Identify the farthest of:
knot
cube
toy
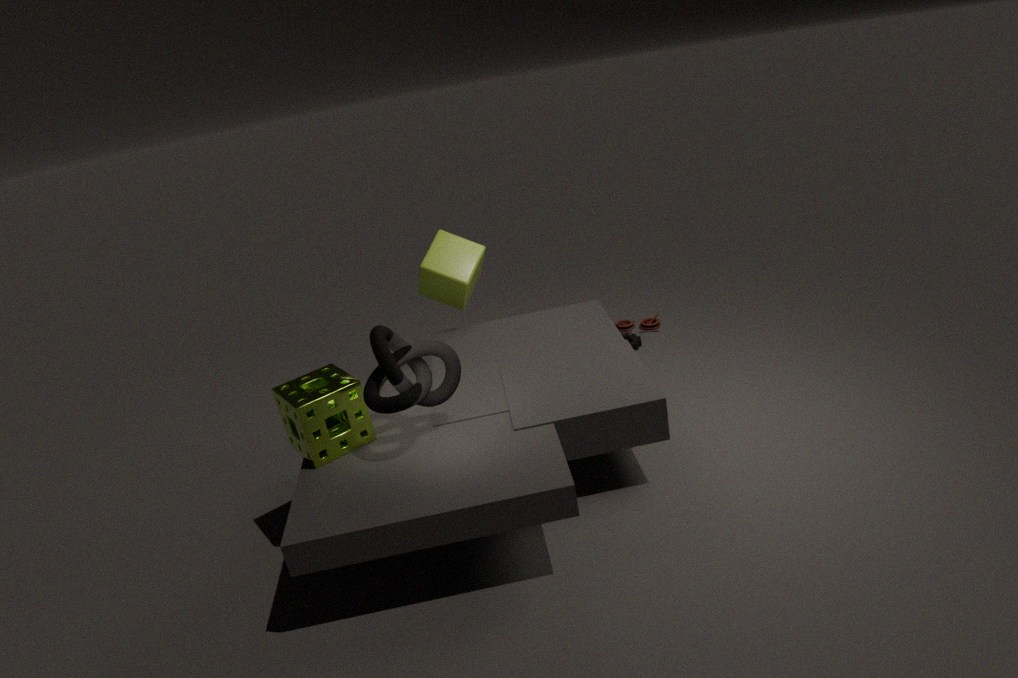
toy
